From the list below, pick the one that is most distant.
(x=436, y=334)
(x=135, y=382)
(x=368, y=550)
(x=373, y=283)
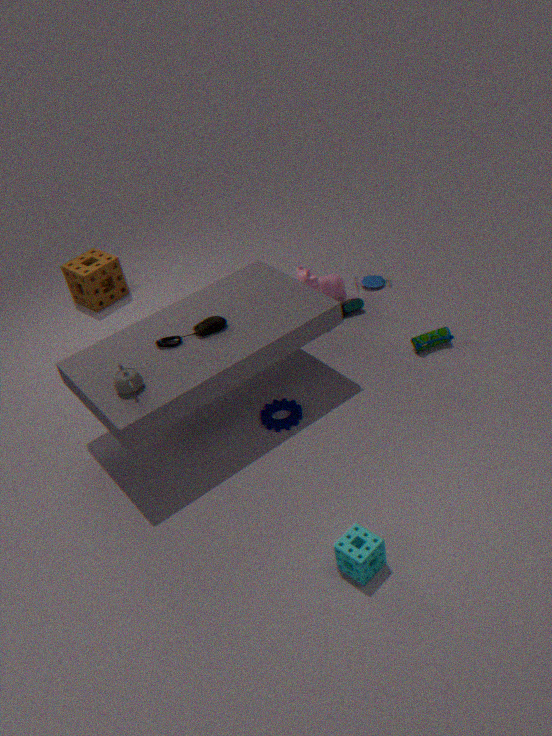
(x=373, y=283)
